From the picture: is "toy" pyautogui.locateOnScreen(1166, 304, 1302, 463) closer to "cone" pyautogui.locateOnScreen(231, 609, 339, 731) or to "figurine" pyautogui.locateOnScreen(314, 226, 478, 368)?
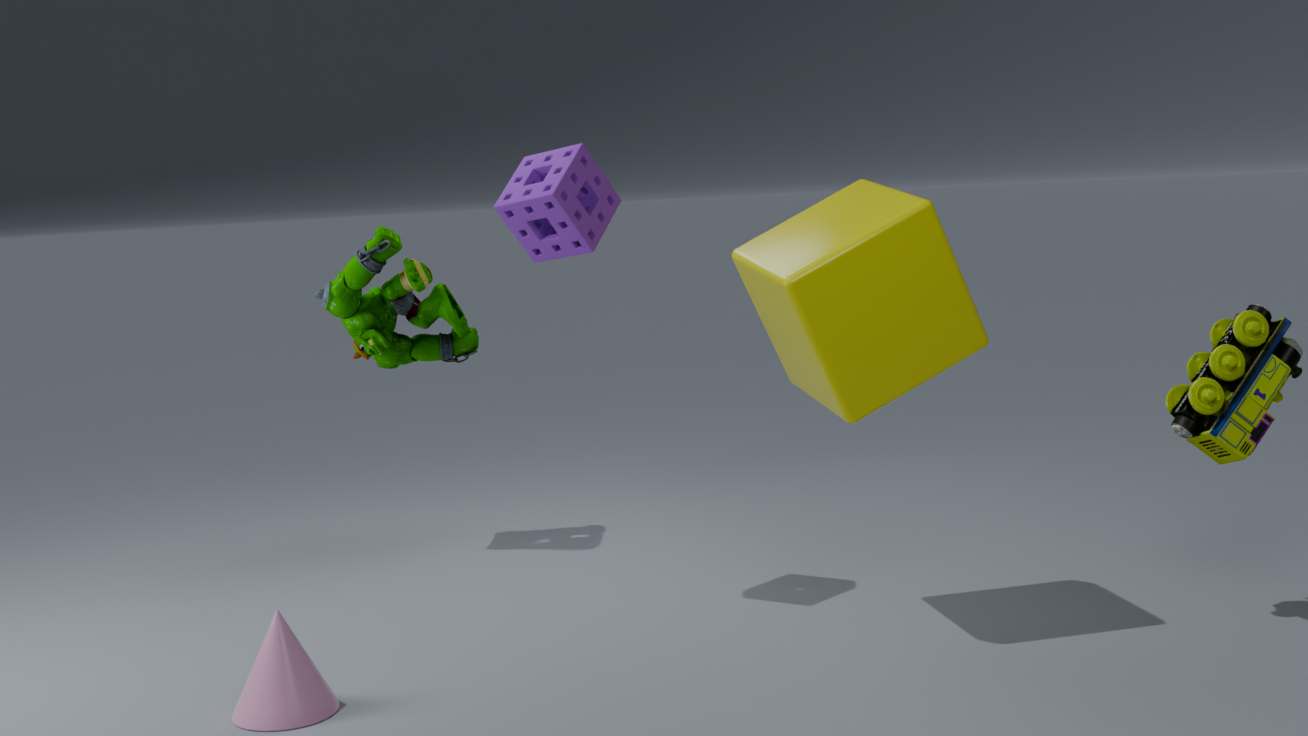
"cone" pyautogui.locateOnScreen(231, 609, 339, 731)
